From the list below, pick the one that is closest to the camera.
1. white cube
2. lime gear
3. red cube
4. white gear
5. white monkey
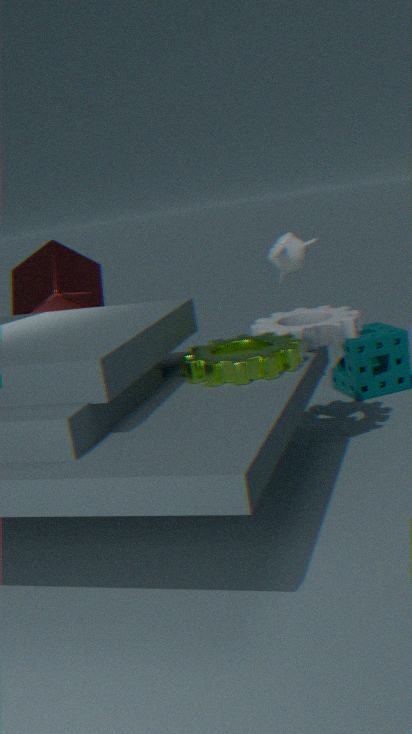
white monkey
